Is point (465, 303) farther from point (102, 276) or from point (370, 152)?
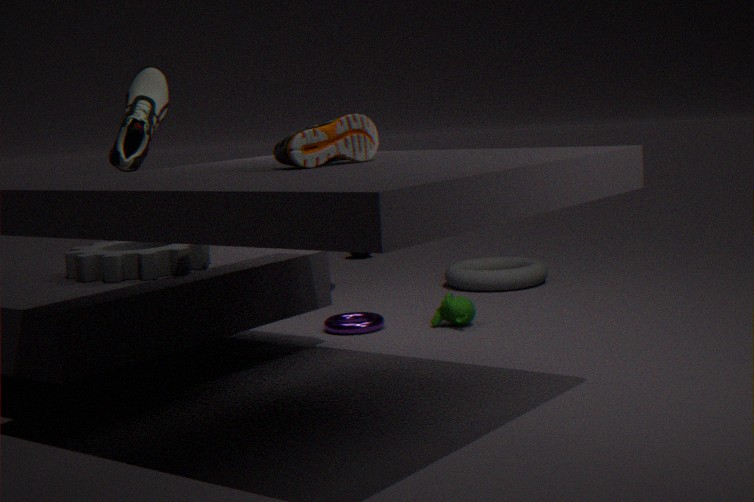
point (370, 152)
